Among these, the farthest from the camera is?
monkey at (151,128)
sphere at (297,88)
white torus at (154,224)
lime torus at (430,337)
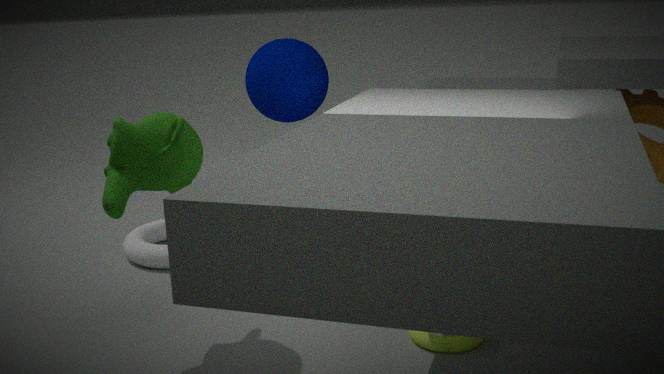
white torus at (154,224)
